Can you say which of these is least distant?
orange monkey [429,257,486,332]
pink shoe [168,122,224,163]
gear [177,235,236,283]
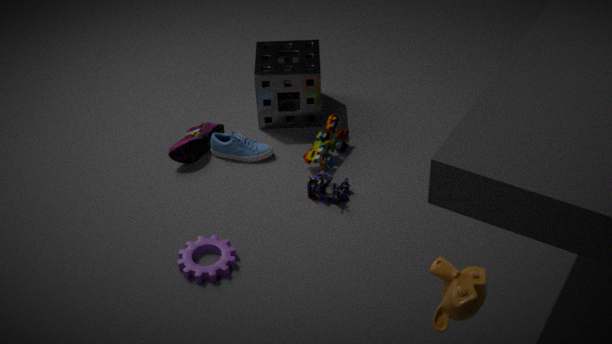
orange monkey [429,257,486,332]
